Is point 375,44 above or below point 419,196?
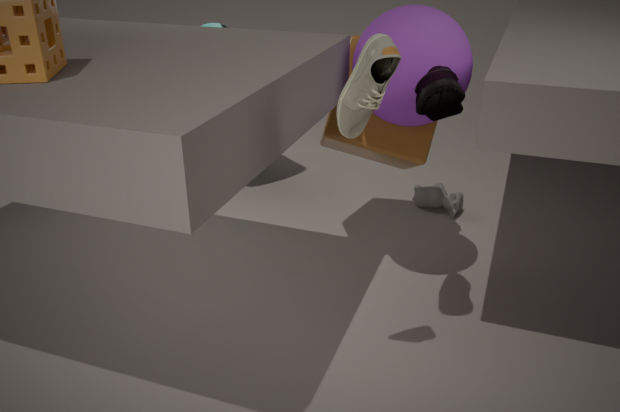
above
